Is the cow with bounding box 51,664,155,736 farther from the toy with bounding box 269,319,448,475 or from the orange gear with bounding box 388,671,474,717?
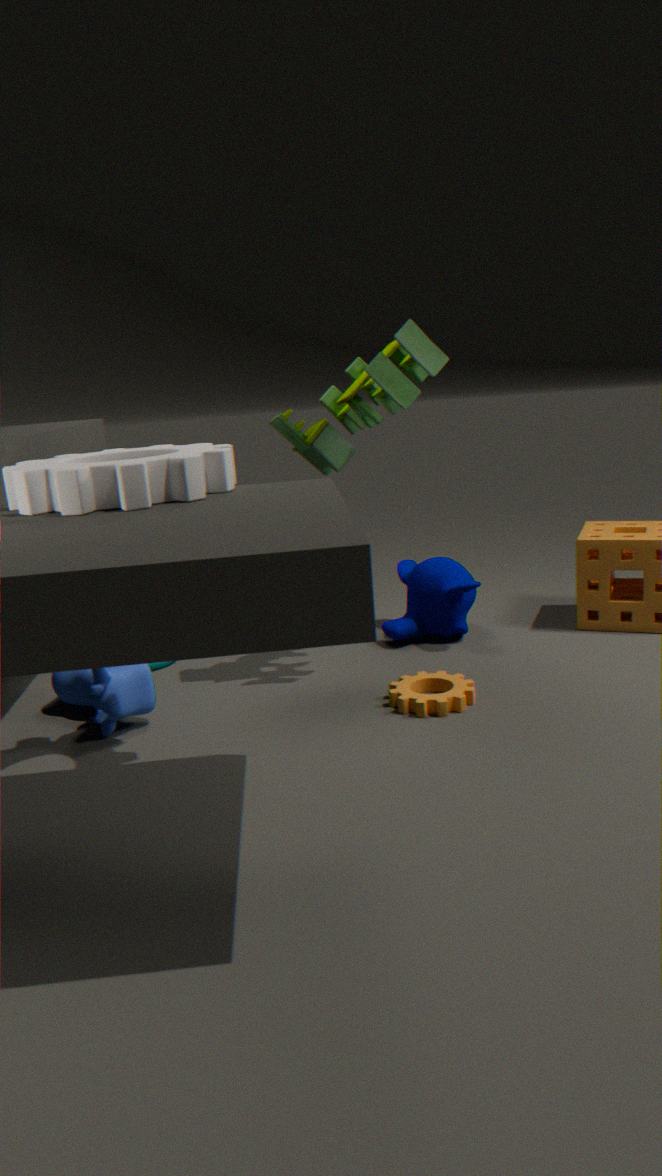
the toy with bounding box 269,319,448,475
